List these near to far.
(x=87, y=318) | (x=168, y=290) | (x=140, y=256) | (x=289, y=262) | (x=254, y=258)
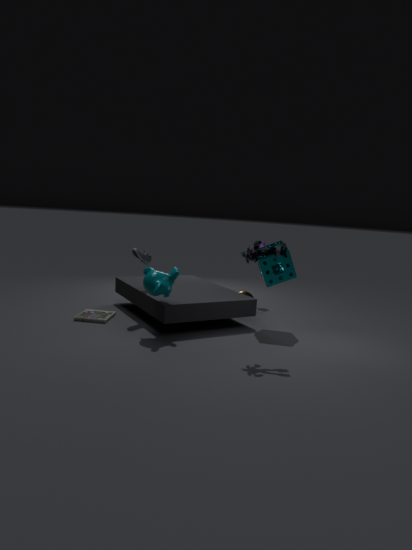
1. (x=254, y=258)
2. (x=168, y=290)
3. (x=289, y=262)
4. (x=87, y=318)
5. (x=140, y=256)
